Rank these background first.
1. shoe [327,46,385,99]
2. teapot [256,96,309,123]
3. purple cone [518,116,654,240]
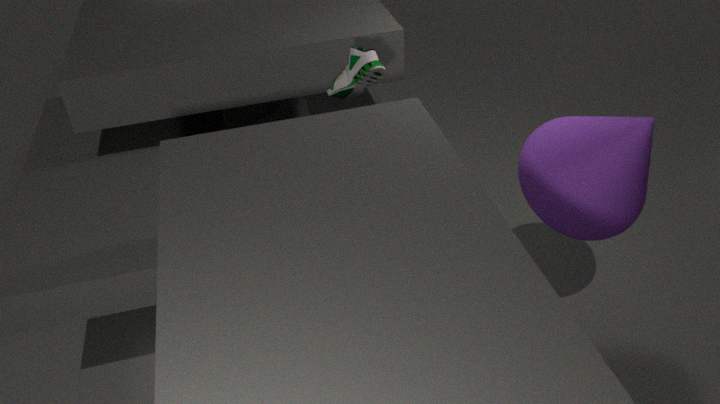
teapot [256,96,309,123]
shoe [327,46,385,99]
purple cone [518,116,654,240]
